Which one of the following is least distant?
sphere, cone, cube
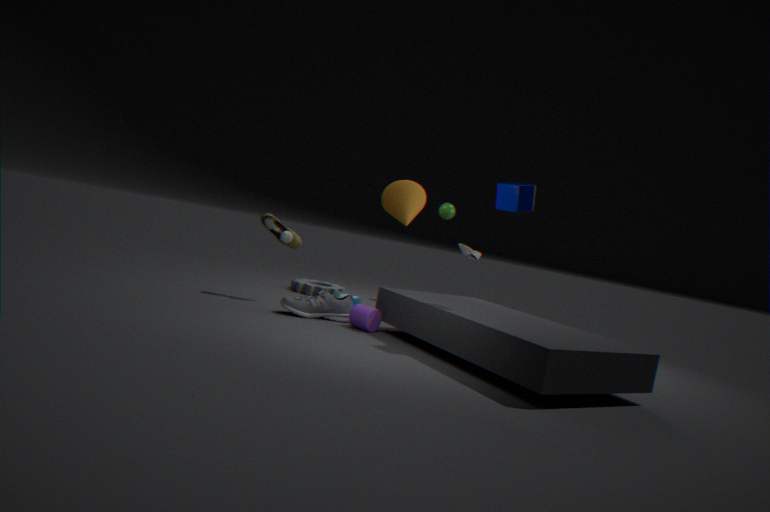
cube
